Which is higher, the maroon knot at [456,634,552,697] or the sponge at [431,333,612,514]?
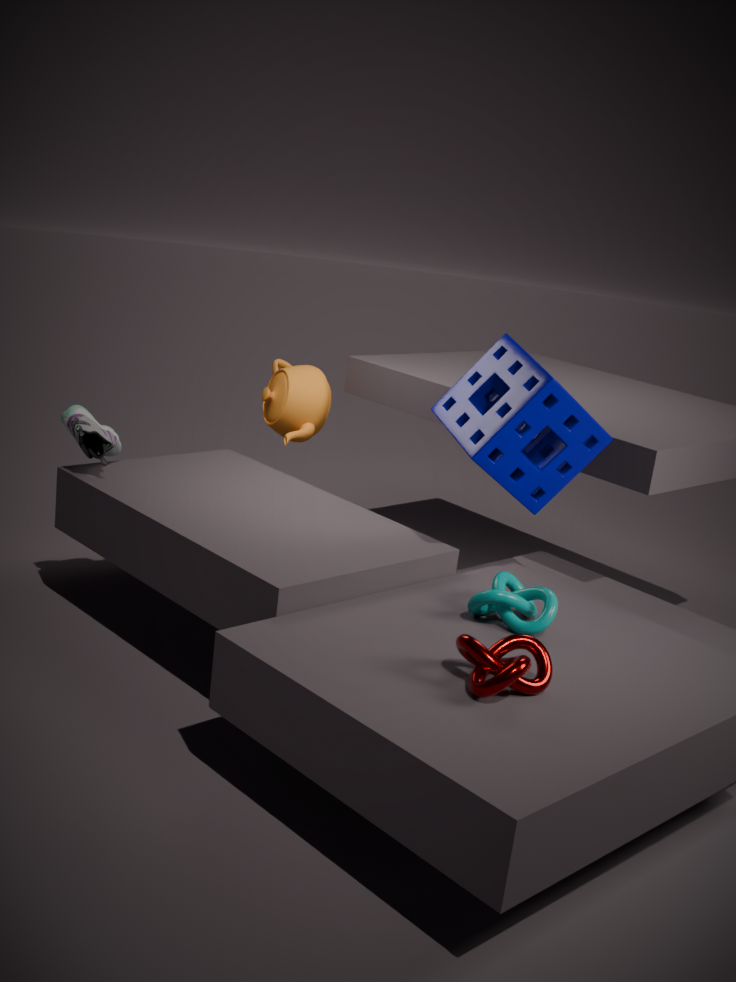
the sponge at [431,333,612,514]
